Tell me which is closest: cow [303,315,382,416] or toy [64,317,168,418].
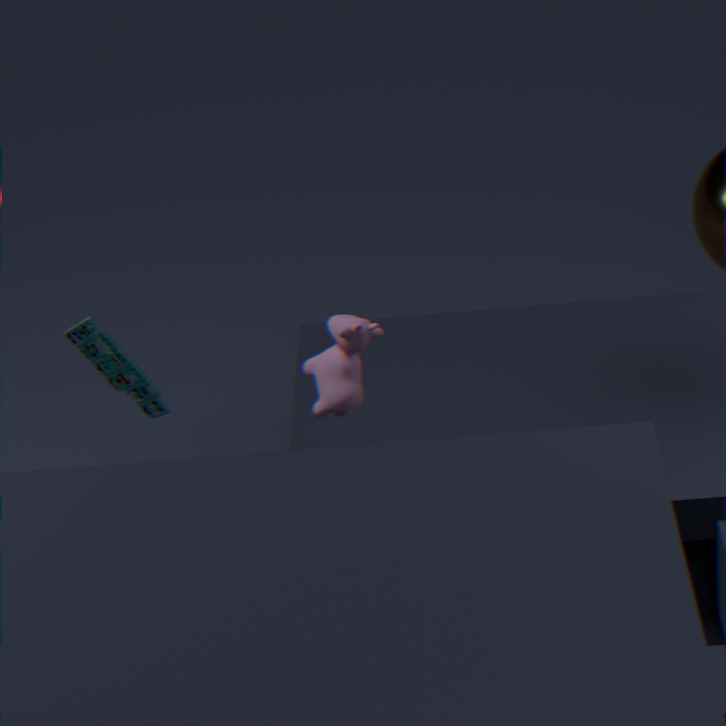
cow [303,315,382,416]
